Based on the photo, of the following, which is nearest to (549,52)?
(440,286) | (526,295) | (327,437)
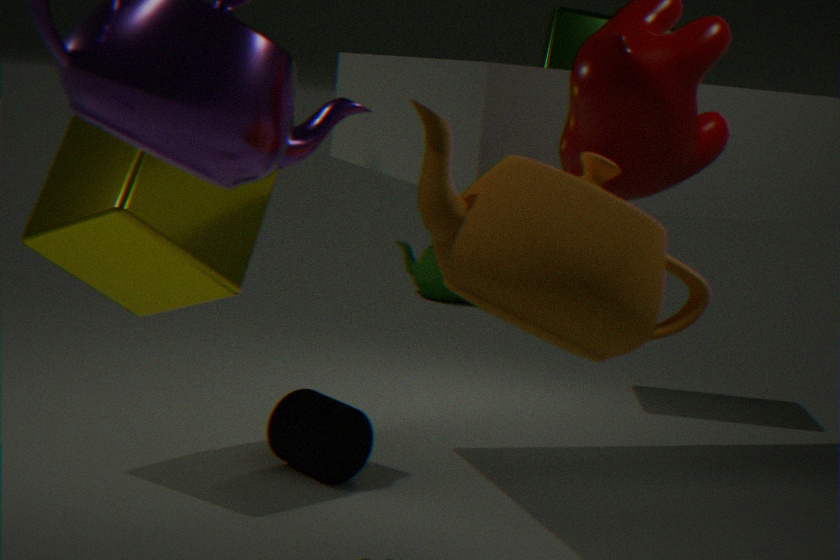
(327,437)
